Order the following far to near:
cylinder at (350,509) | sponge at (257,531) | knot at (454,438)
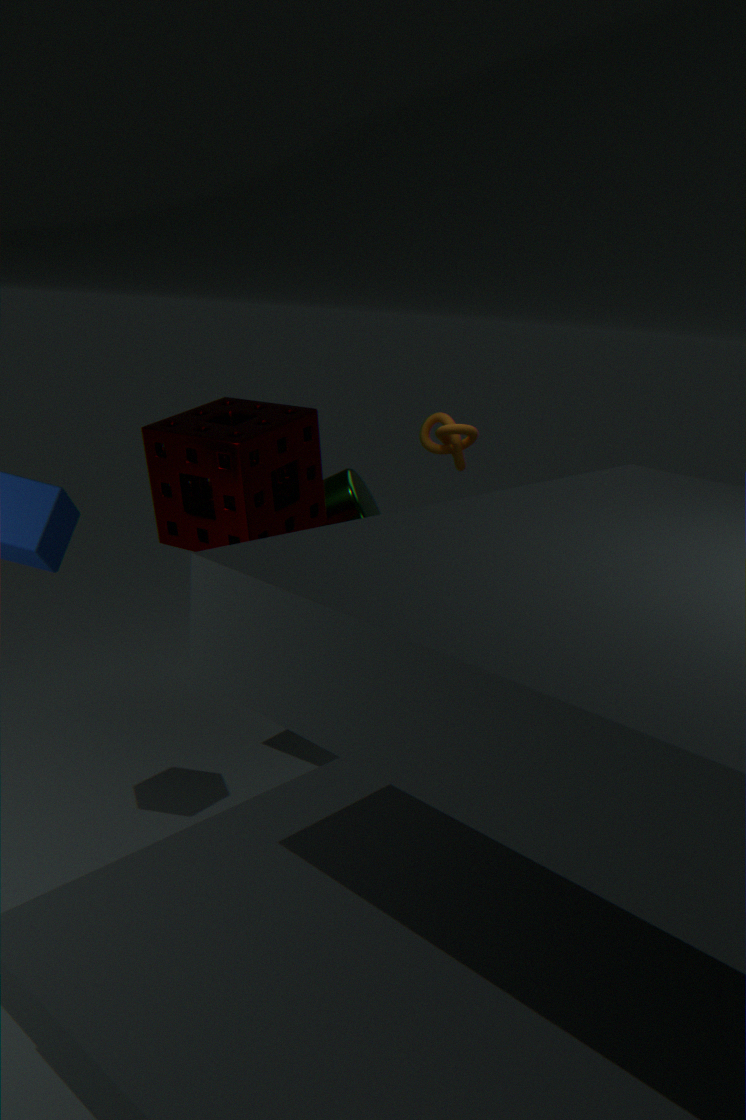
1. knot at (454,438)
2. cylinder at (350,509)
3. sponge at (257,531)
